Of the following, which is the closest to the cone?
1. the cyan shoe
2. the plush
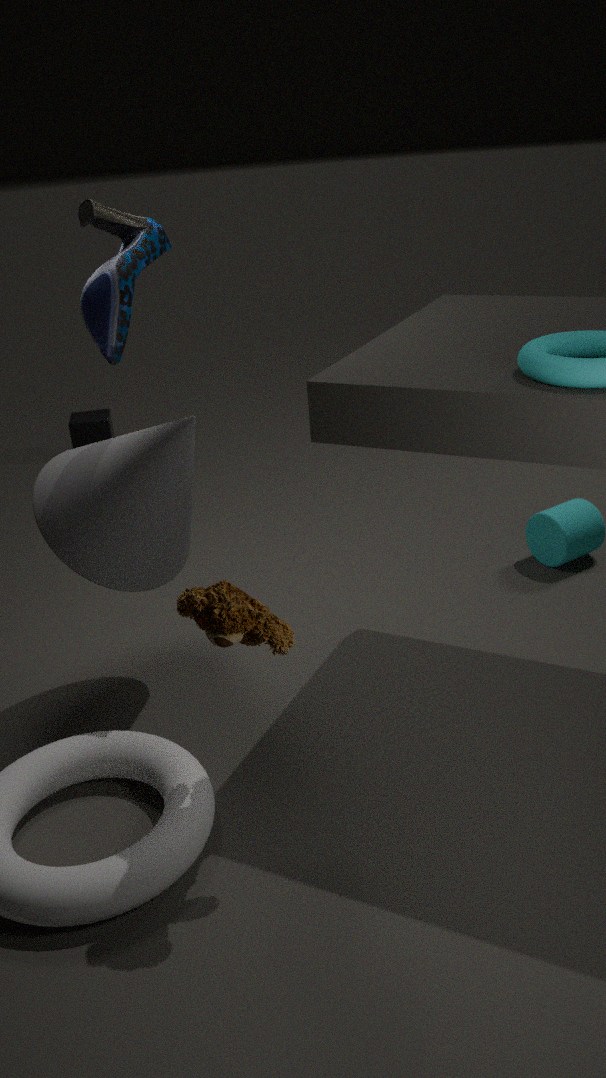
the cyan shoe
